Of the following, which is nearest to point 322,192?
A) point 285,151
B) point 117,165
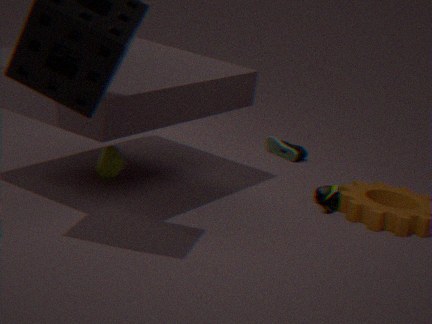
point 285,151
